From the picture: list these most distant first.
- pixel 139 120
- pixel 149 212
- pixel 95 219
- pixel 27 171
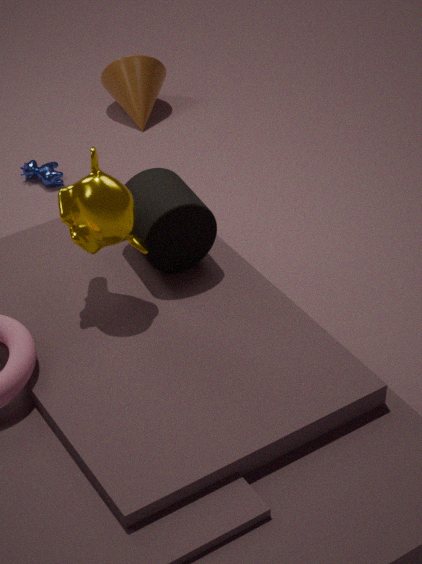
pixel 139 120, pixel 27 171, pixel 149 212, pixel 95 219
